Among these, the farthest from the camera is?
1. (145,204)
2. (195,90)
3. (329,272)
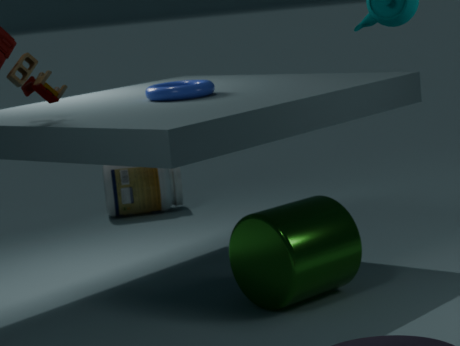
(145,204)
